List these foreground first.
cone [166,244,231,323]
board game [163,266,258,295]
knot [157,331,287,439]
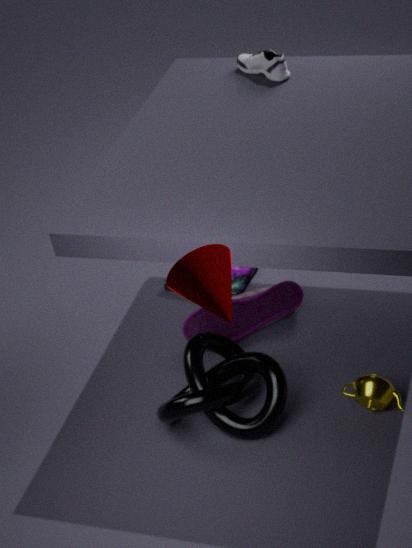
1. cone [166,244,231,323]
2. knot [157,331,287,439]
3. board game [163,266,258,295]
